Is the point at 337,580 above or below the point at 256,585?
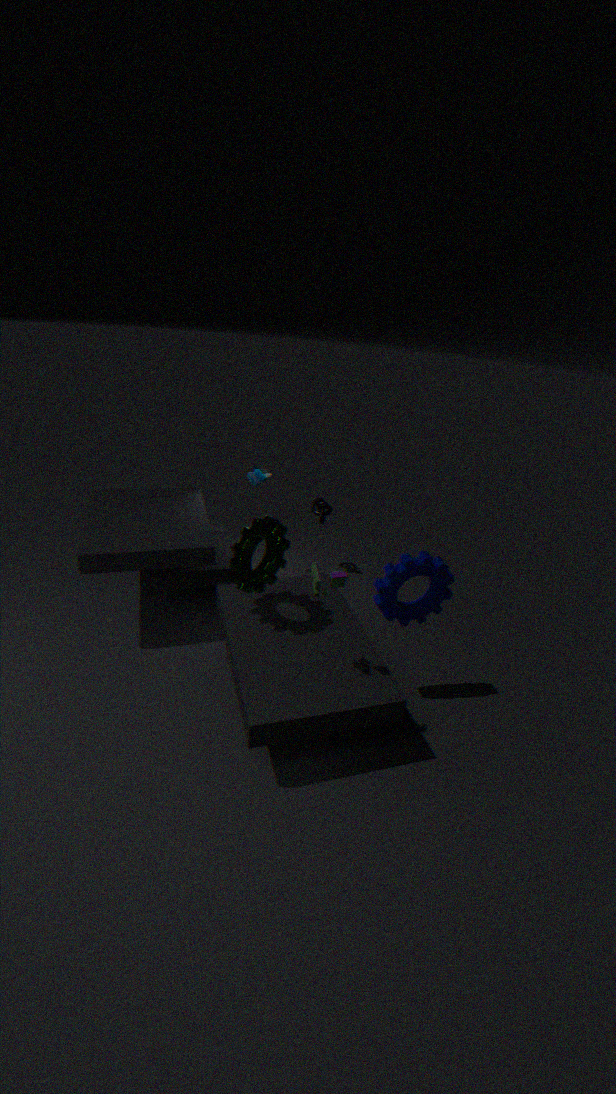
above
